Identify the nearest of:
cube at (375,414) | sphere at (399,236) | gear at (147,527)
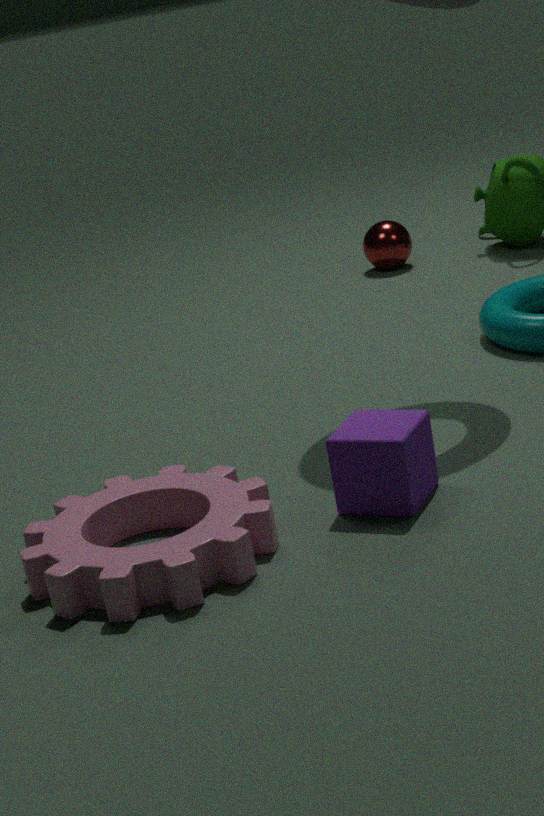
gear at (147,527)
